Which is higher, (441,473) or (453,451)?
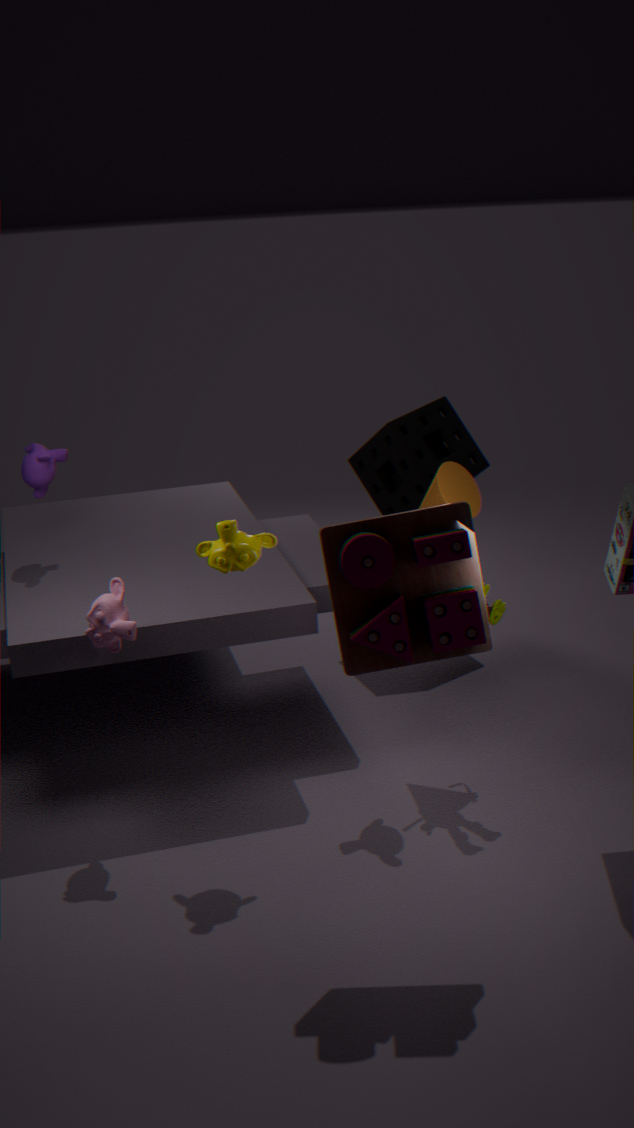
(441,473)
